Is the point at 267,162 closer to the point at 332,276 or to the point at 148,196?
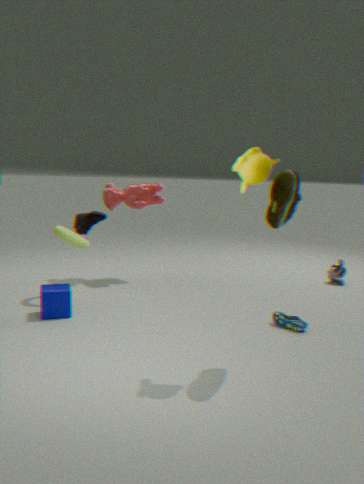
the point at 148,196
